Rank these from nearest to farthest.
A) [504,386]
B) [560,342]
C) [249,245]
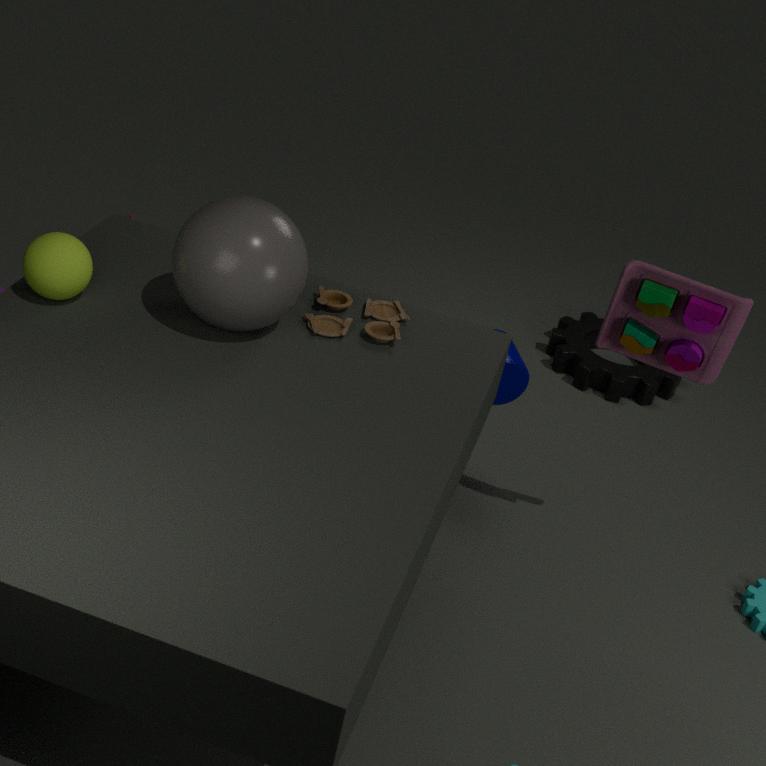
Answer: [249,245]
[504,386]
[560,342]
